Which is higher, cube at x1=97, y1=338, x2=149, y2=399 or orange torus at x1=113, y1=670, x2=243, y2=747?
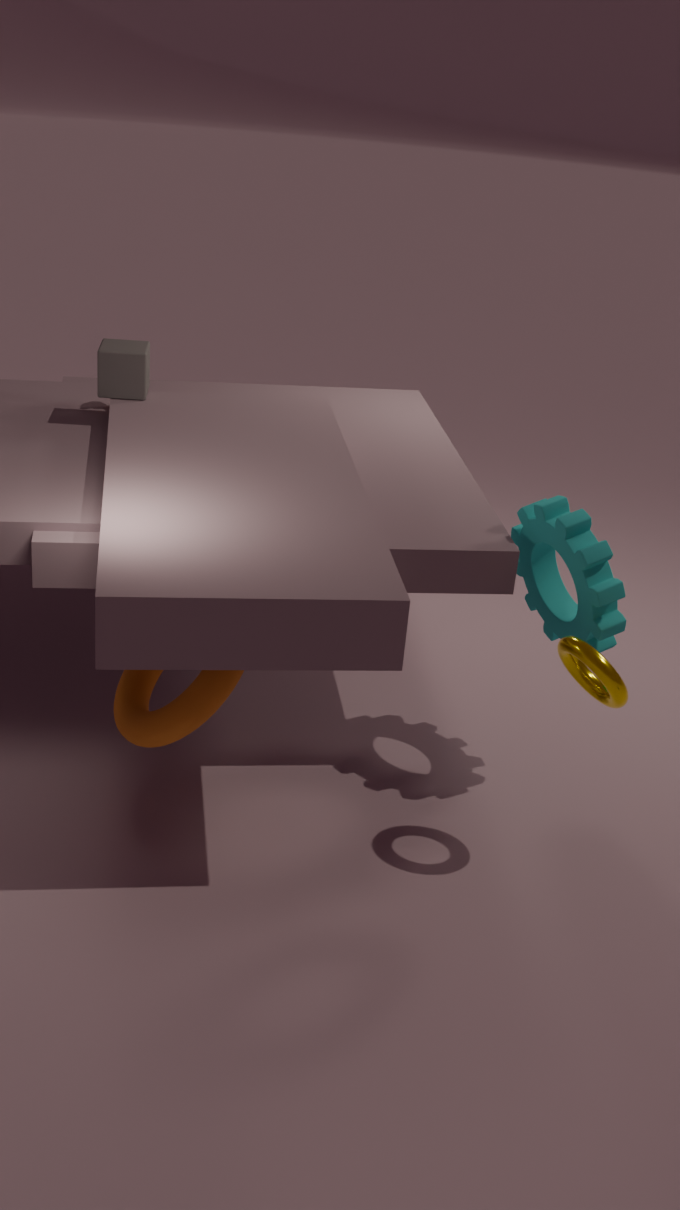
cube at x1=97, y1=338, x2=149, y2=399
